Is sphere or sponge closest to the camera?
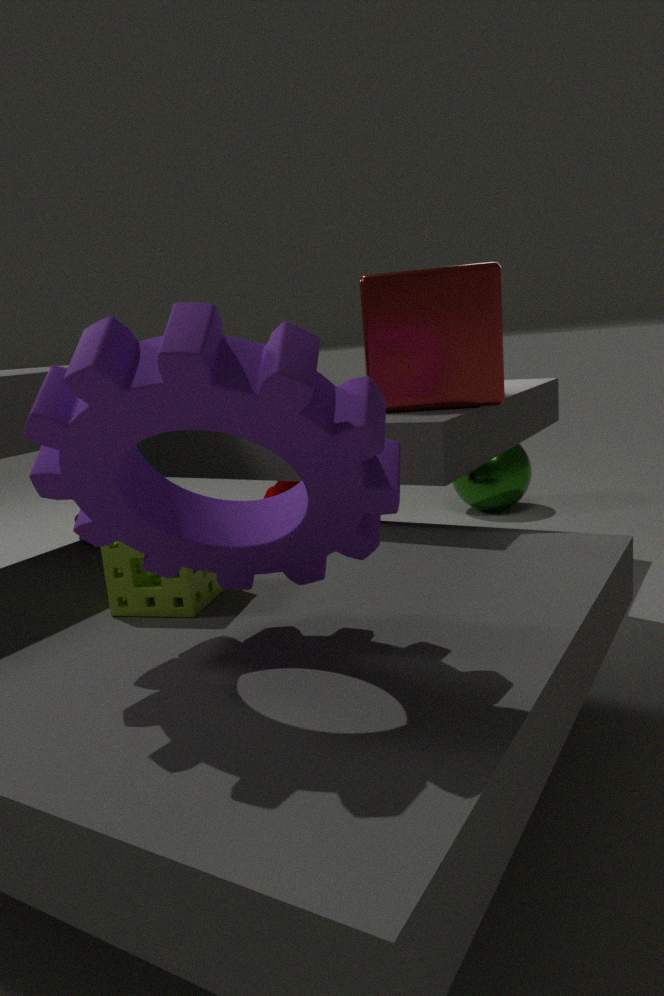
sponge
